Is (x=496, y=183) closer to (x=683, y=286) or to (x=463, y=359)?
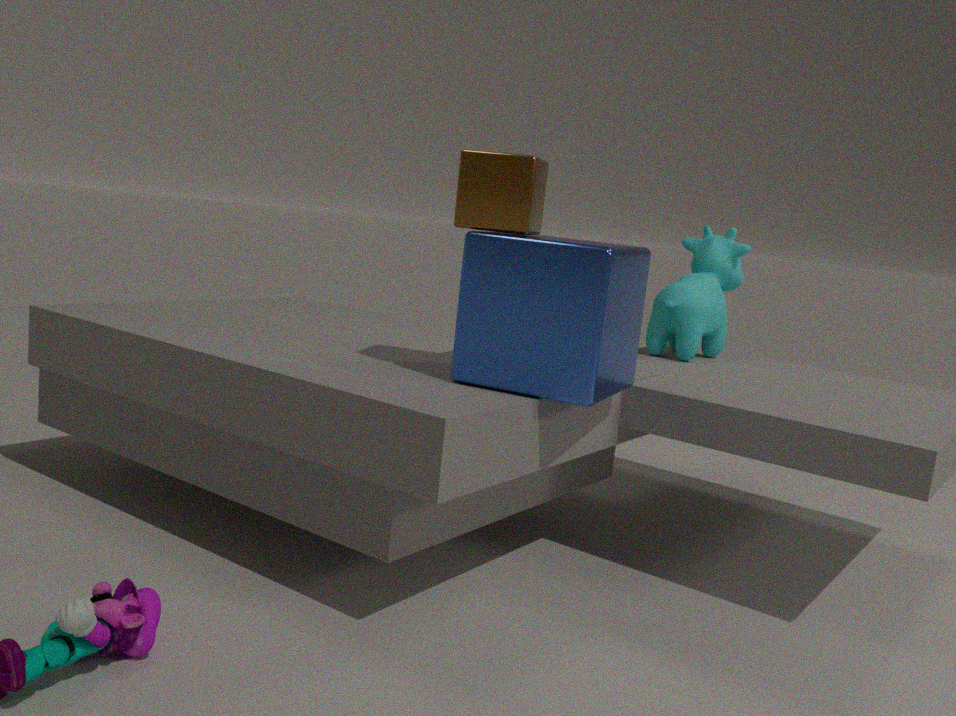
(x=463, y=359)
